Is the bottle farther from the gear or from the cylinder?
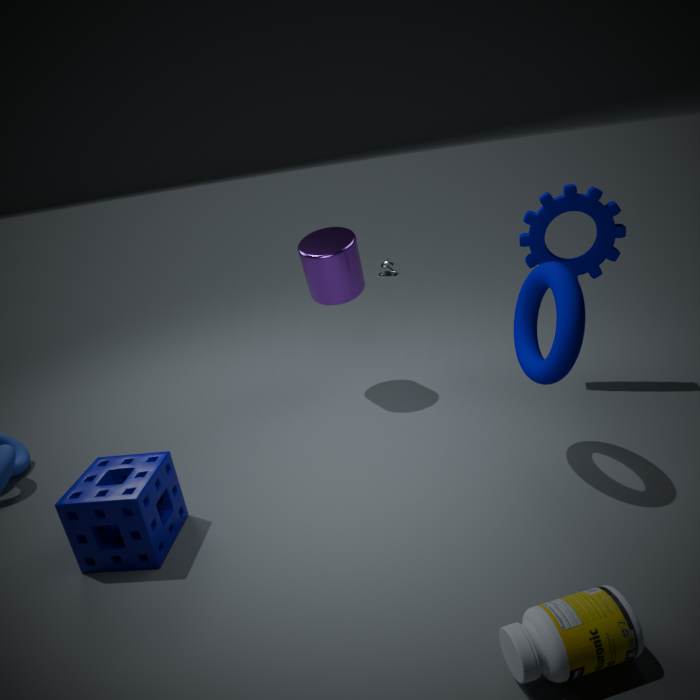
the cylinder
